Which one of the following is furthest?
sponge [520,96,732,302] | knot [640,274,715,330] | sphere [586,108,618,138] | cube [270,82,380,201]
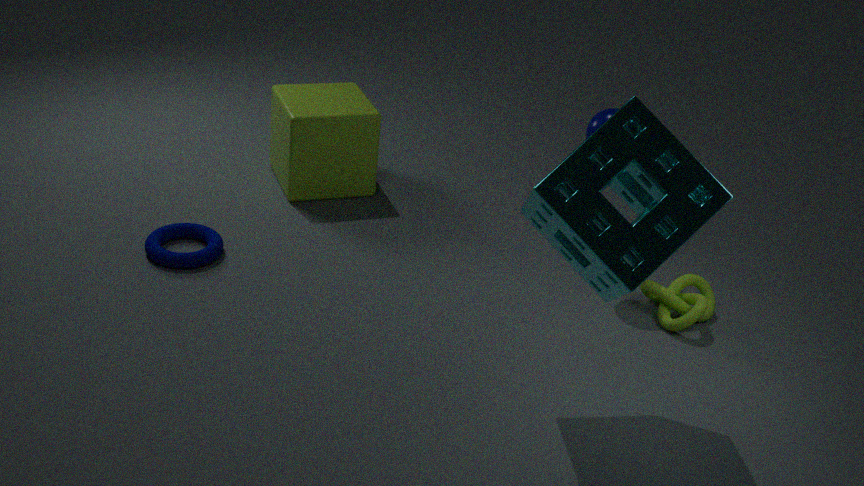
cube [270,82,380,201]
